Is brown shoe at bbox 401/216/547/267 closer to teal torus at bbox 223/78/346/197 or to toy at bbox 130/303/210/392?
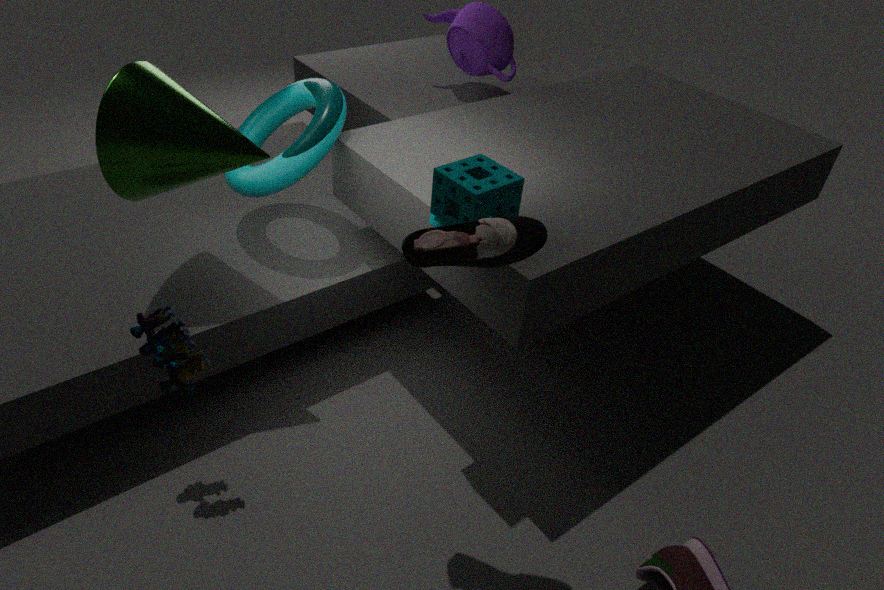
toy at bbox 130/303/210/392
